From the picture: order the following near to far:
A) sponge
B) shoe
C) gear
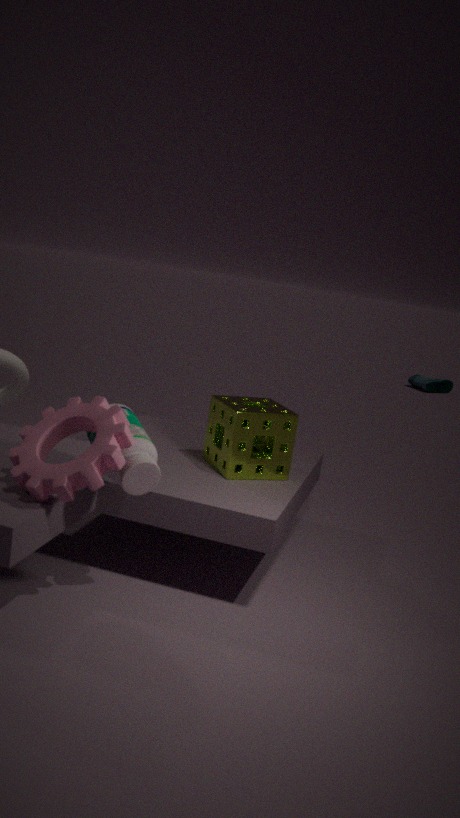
gear
sponge
shoe
